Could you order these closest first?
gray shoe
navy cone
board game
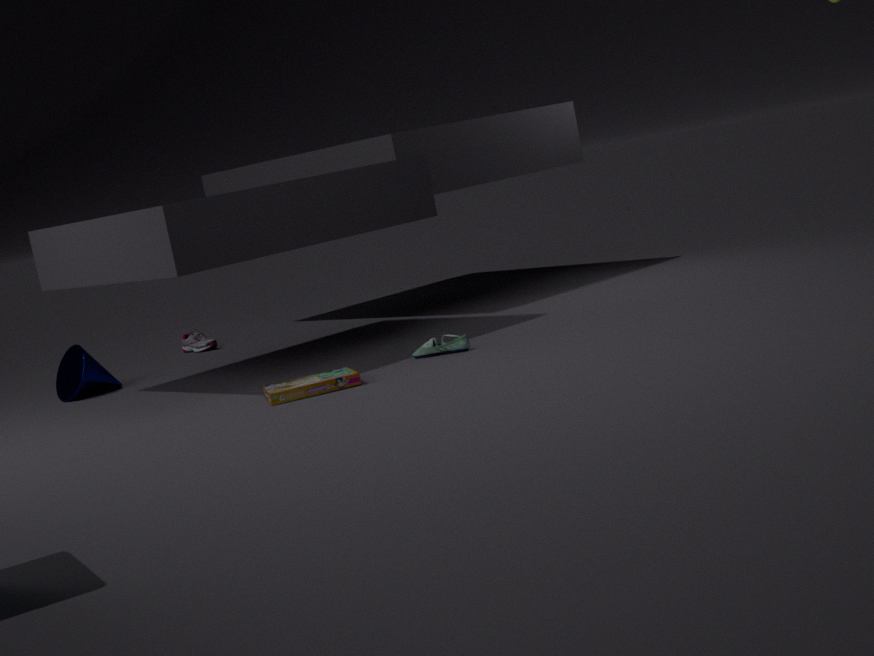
1. board game
2. navy cone
3. gray shoe
